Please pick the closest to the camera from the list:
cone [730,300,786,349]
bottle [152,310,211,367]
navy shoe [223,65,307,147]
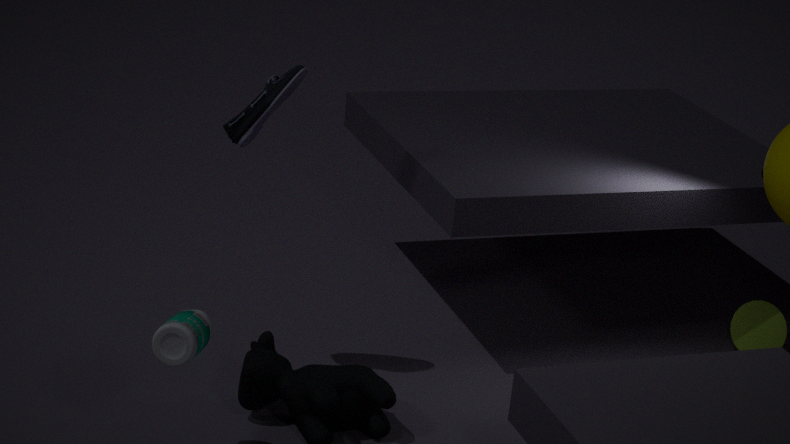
bottle [152,310,211,367]
